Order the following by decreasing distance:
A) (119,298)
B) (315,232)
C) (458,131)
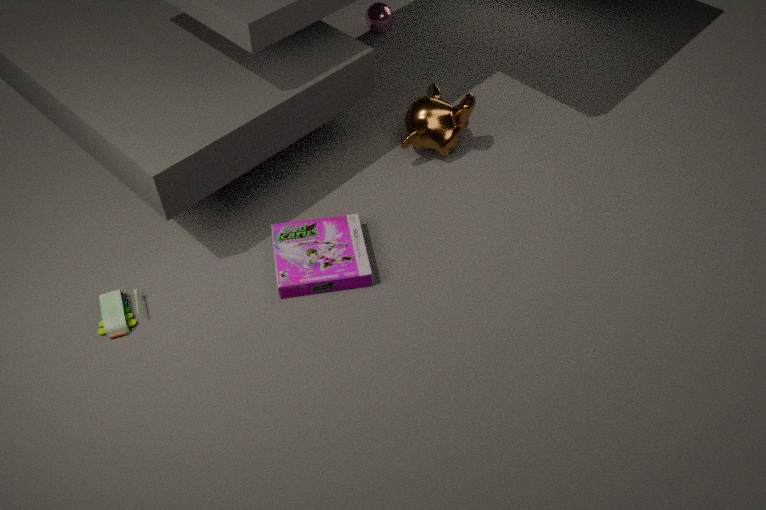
(458,131)
(315,232)
(119,298)
